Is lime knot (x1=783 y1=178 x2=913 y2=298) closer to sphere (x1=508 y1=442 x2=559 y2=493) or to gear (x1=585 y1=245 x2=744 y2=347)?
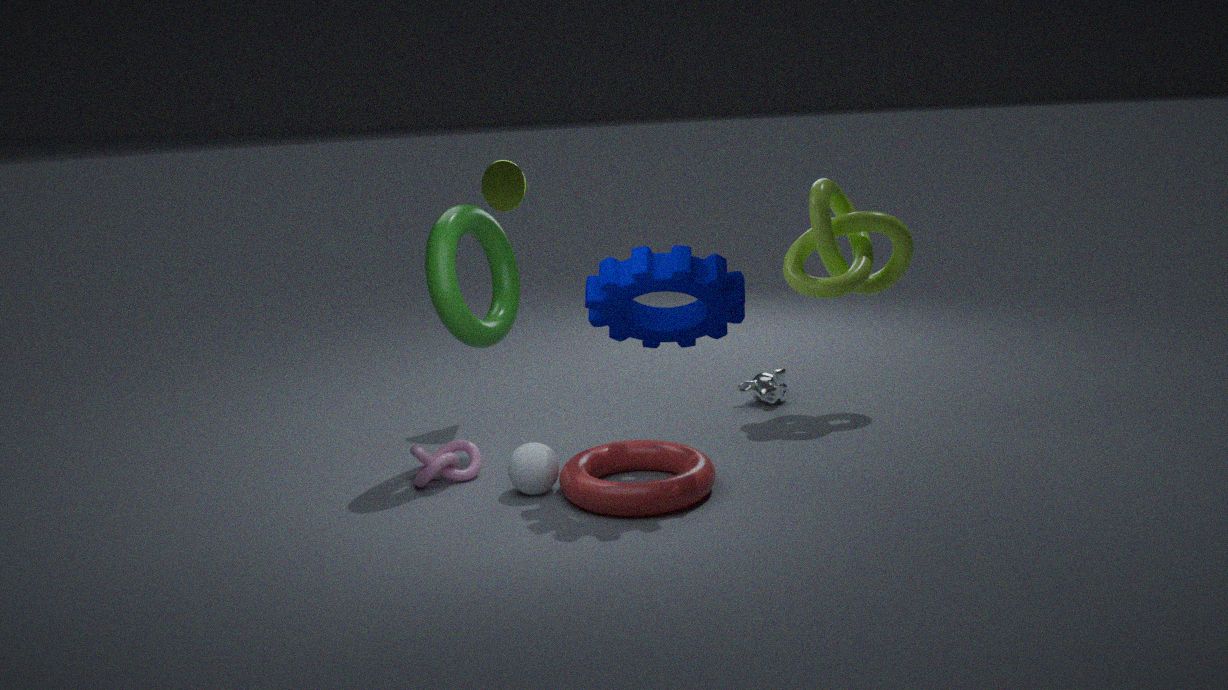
gear (x1=585 y1=245 x2=744 y2=347)
